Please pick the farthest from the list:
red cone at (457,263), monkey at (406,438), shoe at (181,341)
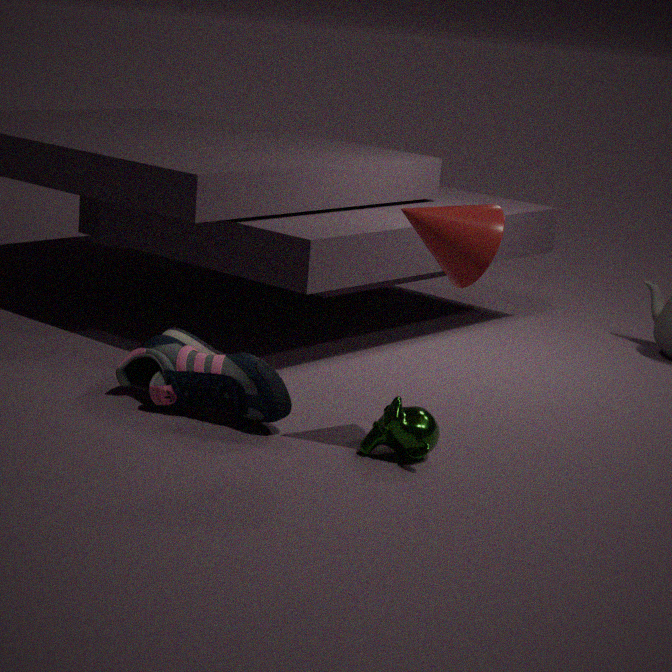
shoe at (181,341)
